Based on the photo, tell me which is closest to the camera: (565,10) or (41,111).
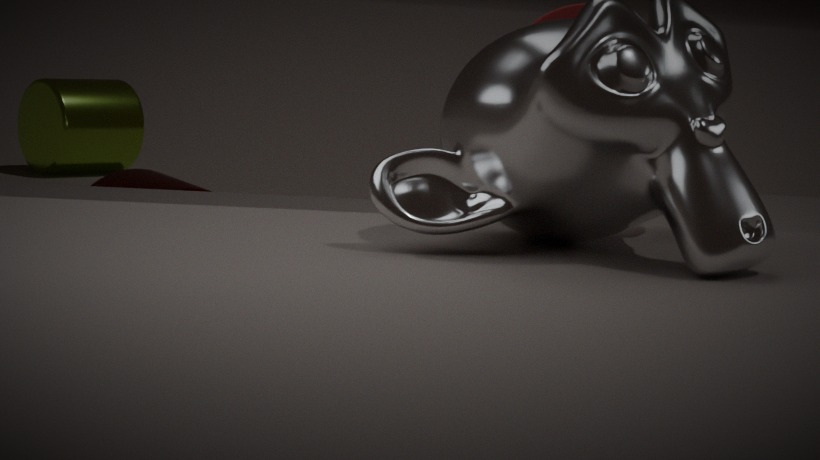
(565,10)
